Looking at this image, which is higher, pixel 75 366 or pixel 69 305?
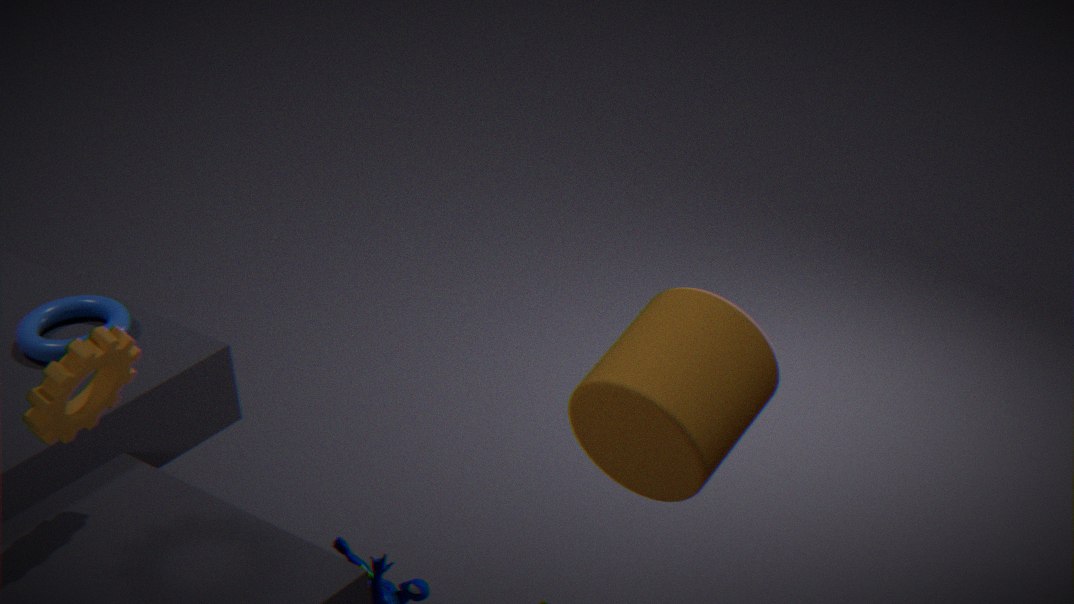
pixel 75 366
